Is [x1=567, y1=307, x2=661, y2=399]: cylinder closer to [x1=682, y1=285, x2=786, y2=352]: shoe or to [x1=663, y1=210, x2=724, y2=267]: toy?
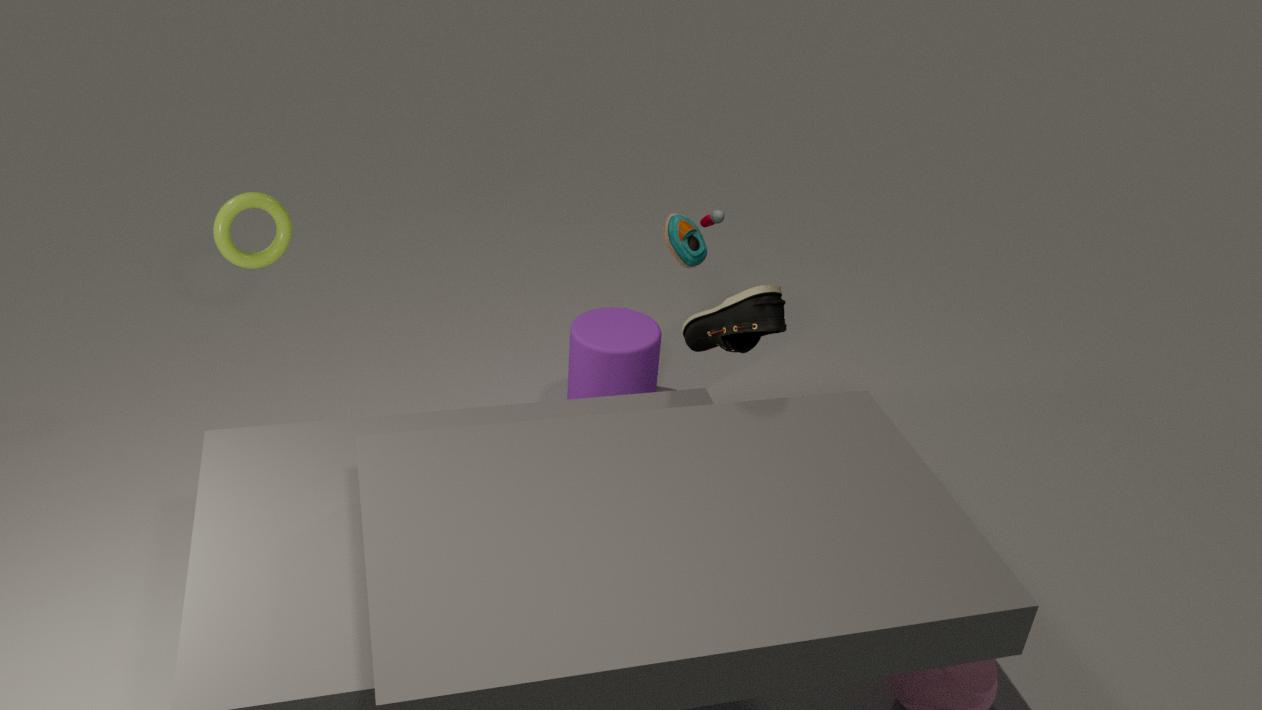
[x1=663, y1=210, x2=724, y2=267]: toy
